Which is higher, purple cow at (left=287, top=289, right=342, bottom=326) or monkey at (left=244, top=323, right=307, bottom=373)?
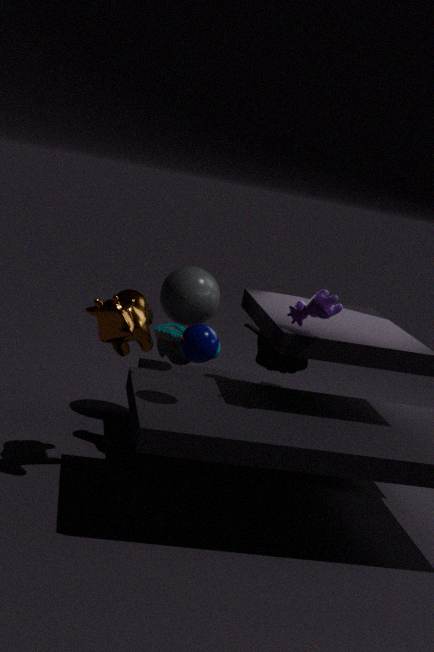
purple cow at (left=287, top=289, right=342, bottom=326)
